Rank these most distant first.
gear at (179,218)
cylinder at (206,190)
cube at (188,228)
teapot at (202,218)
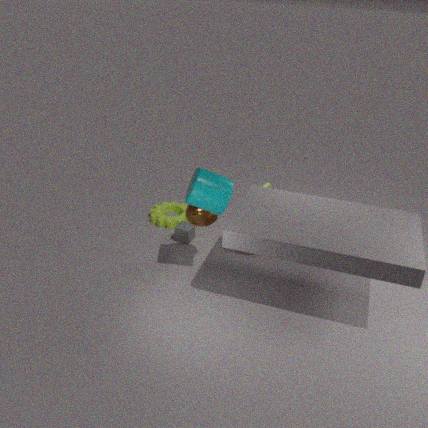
gear at (179,218) < cube at (188,228) < teapot at (202,218) < cylinder at (206,190)
